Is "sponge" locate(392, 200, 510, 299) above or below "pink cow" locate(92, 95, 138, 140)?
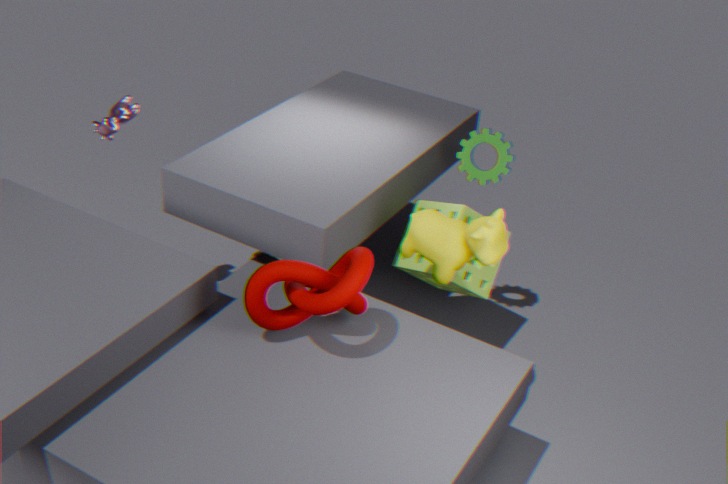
below
